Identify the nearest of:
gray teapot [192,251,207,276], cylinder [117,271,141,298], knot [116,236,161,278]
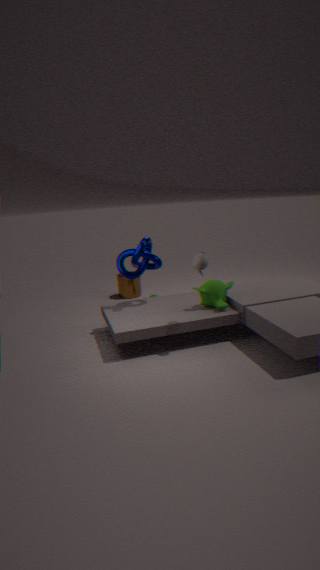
gray teapot [192,251,207,276]
